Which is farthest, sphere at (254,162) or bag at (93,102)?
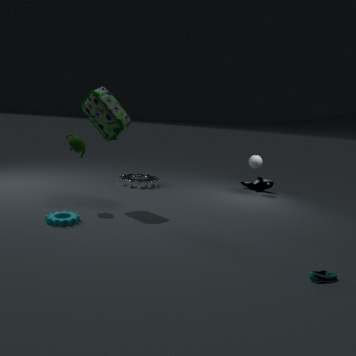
sphere at (254,162)
